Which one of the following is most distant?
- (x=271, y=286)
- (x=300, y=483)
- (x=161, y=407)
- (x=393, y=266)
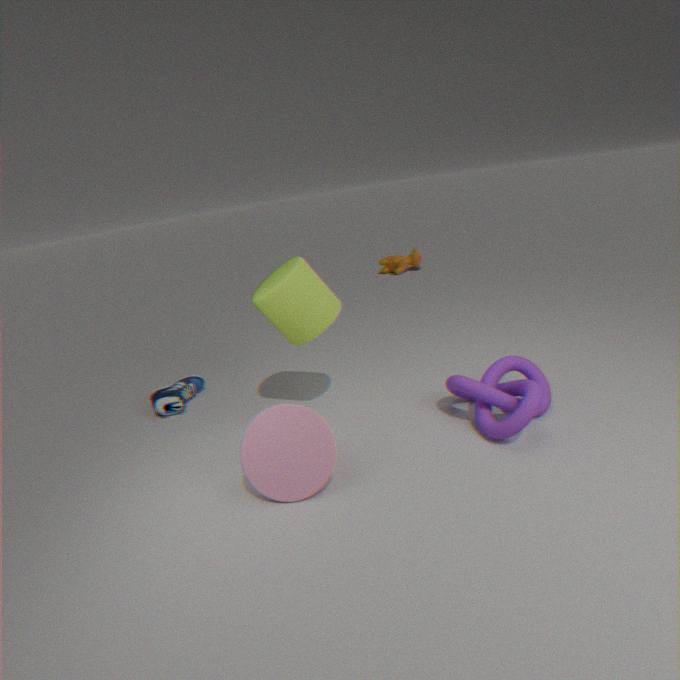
(x=393, y=266)
